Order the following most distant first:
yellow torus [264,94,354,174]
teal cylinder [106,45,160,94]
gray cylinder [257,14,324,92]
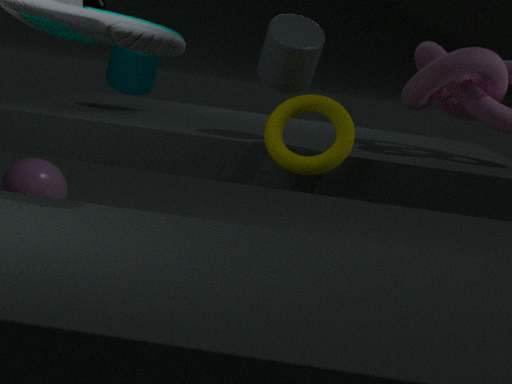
teal cylinder [106,45,160,94], gray cylinder [257,14,324,92], yellow torus [264,94,354,174]
